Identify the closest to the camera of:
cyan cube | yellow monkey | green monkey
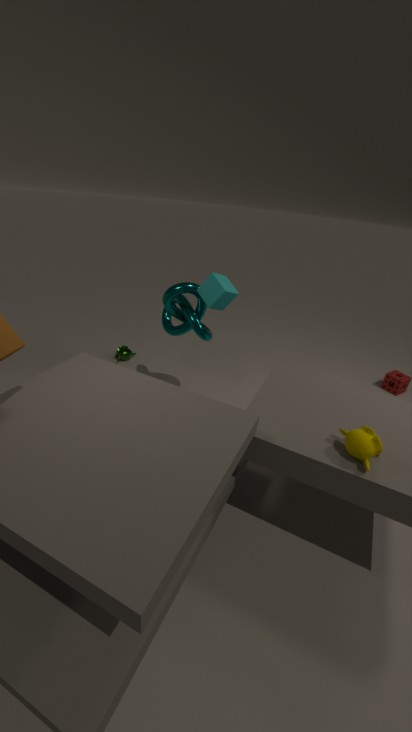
yellow monkey
